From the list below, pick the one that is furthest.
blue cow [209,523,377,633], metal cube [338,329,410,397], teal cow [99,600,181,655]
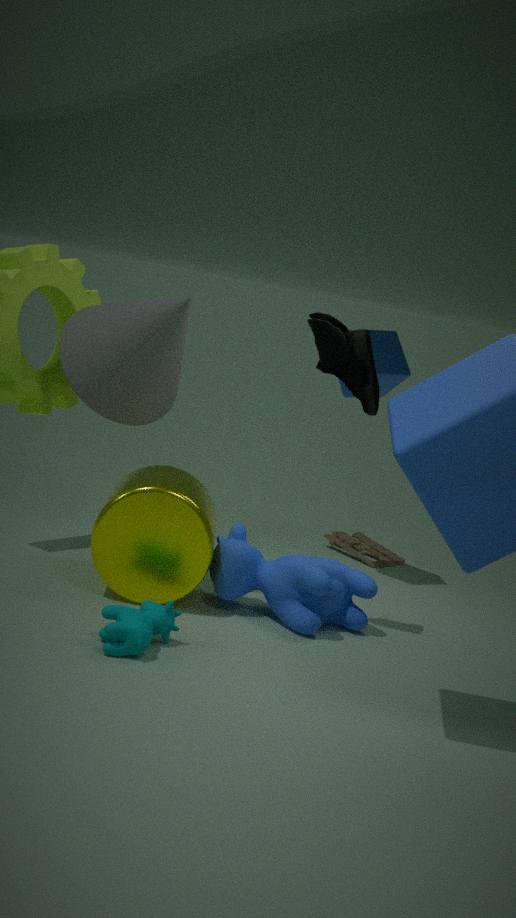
metal cube [338,329,410,397]
